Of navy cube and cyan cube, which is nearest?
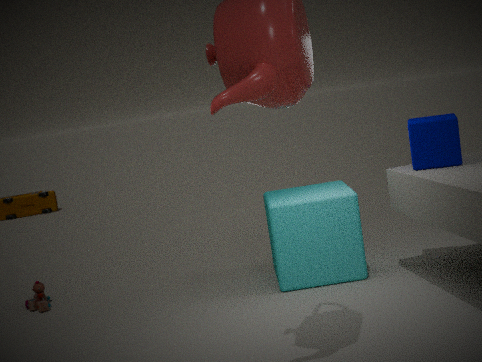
navy cube
